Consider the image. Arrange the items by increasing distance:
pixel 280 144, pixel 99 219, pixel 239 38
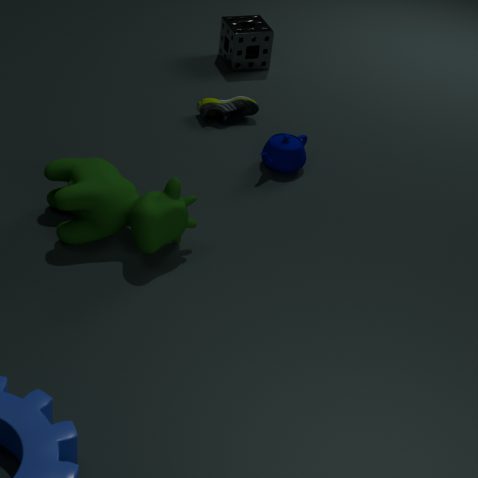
pixel 99 219 → pixel 280 144 → pixel 239 38
